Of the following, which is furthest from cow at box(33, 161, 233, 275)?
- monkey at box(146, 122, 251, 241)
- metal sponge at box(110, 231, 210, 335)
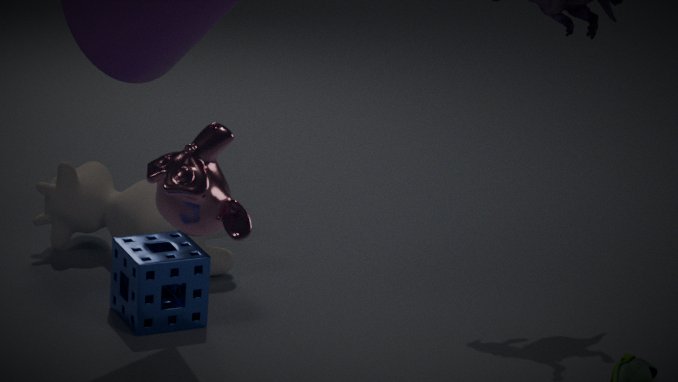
monkey at box(146, 122, 251, 241)
